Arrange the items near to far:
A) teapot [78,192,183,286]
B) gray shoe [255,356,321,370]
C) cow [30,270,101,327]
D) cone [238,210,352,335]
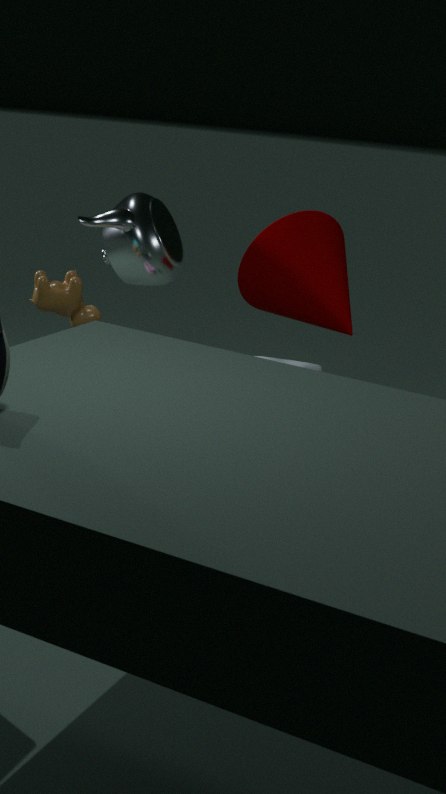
1. gray shoe [255,356,321,370]
2. cow [30,270,101,327]
3. teapot [78,192,183,286]
4. cone [238,210,352,335]
